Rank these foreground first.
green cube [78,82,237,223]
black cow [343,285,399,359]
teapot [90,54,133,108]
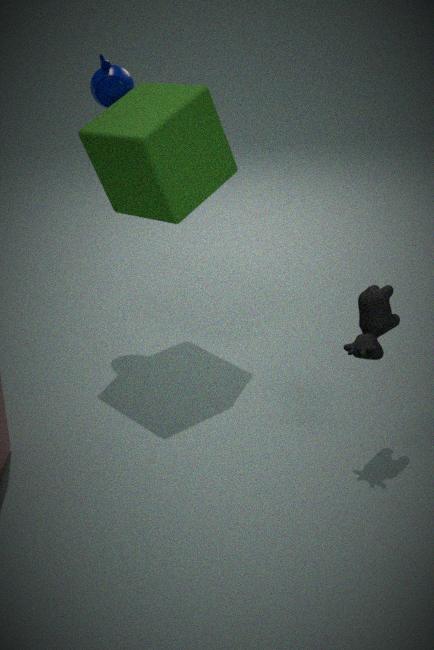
black cow [343,285,399,359], green cube [78,82,237,223], teapot [90,54,133,108]
